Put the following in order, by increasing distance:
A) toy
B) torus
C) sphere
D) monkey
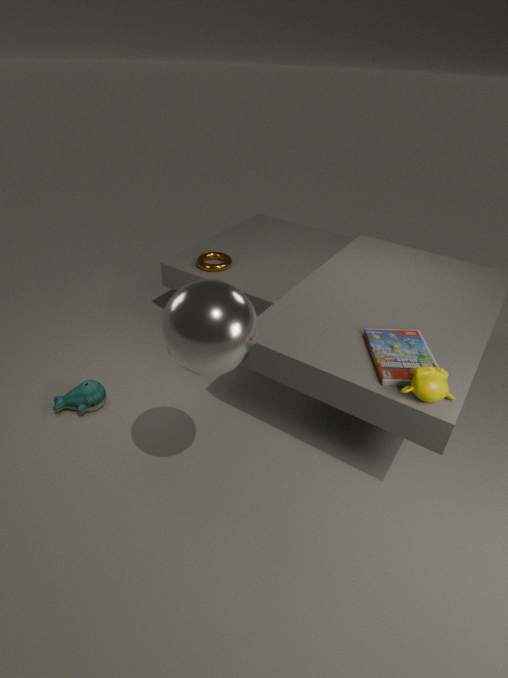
sphere → monkey → toy → torus
